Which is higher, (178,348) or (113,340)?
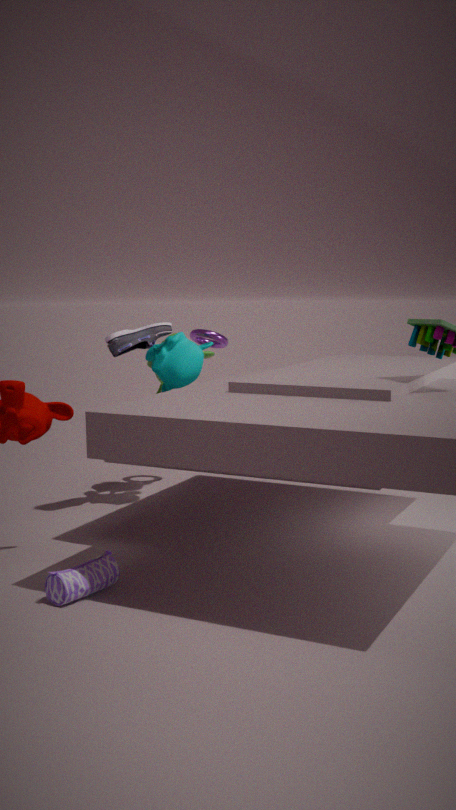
(113,340)
